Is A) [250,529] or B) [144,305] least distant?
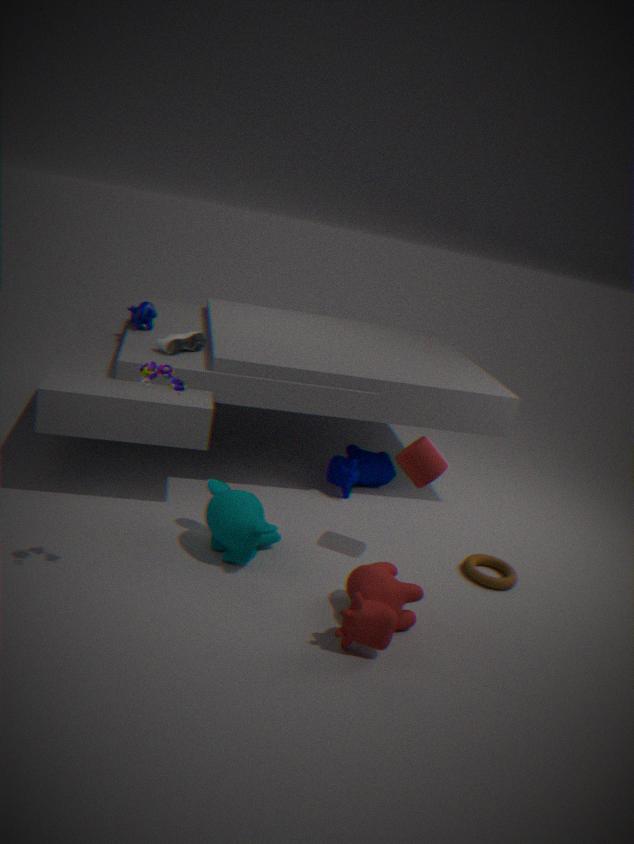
A. [250,529]
